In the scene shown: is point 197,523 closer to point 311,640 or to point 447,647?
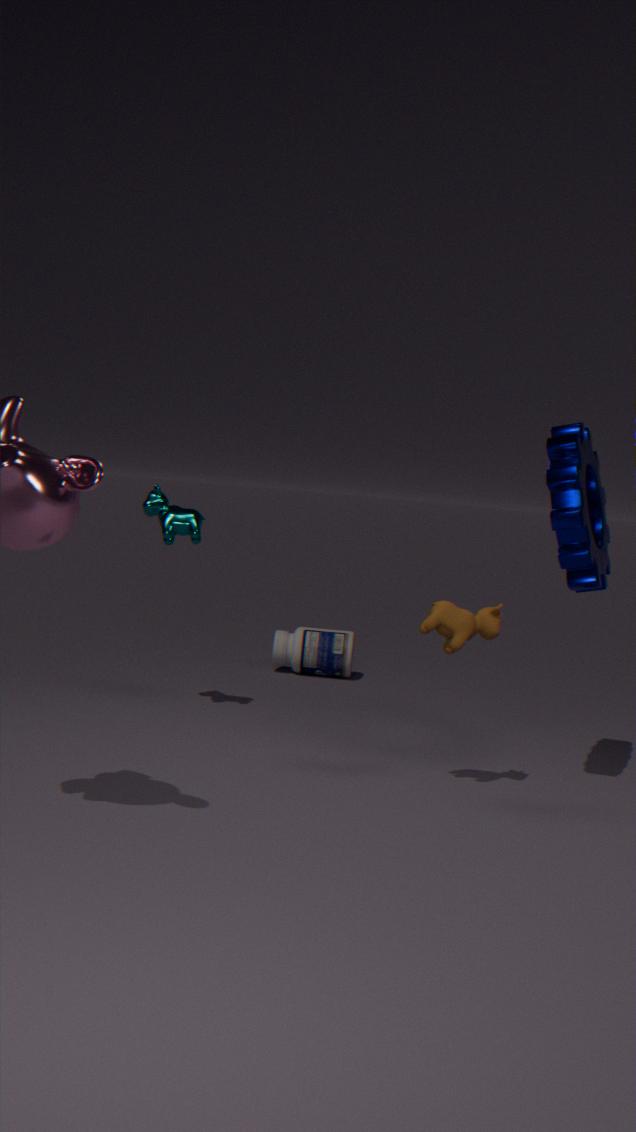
point 447,647
